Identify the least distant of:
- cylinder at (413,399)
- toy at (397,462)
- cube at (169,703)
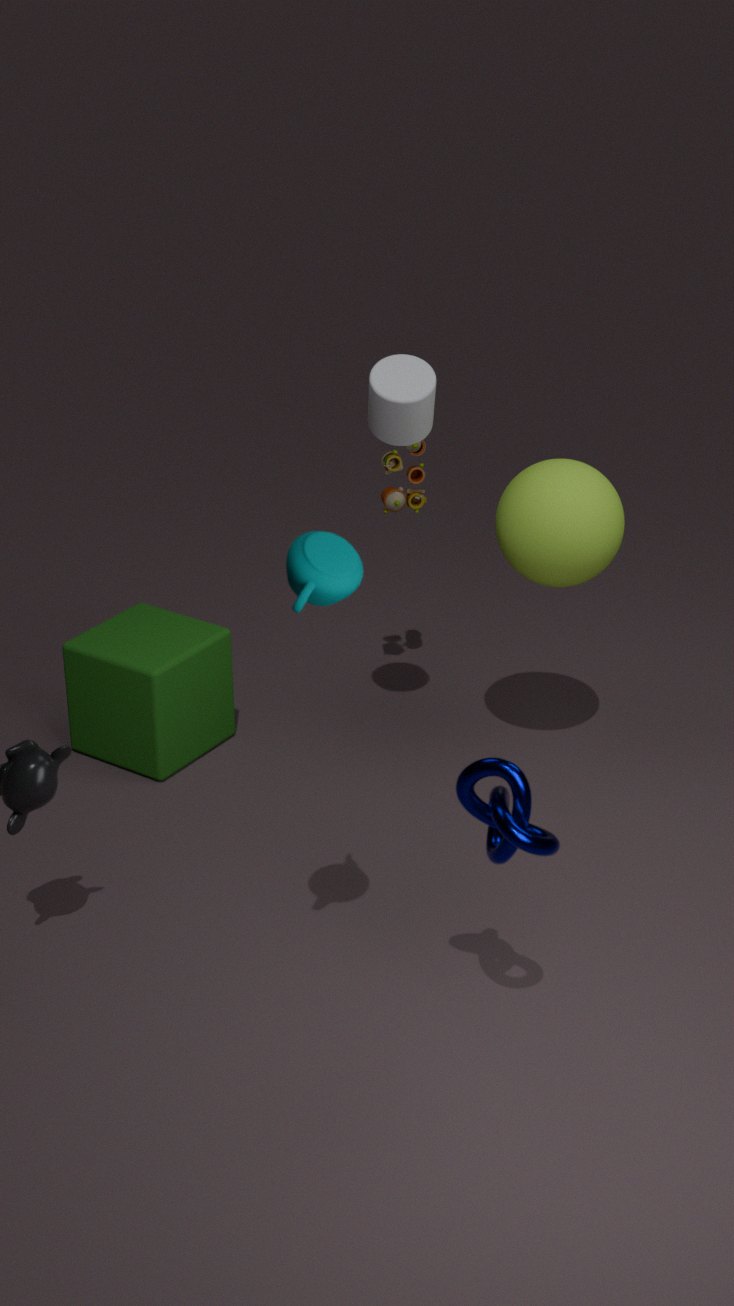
cylinder at (413,399)
